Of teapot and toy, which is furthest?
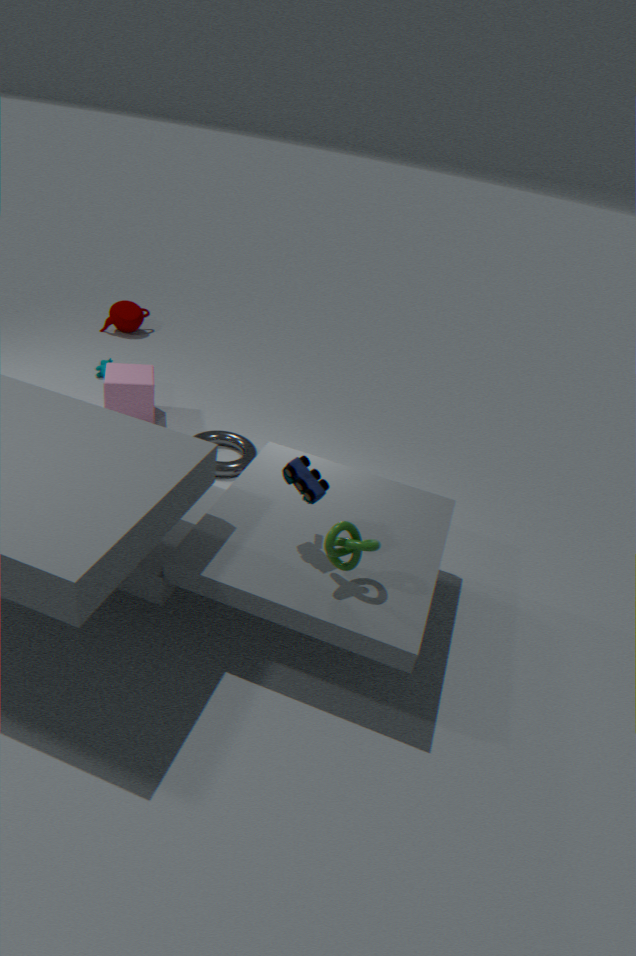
teapot
